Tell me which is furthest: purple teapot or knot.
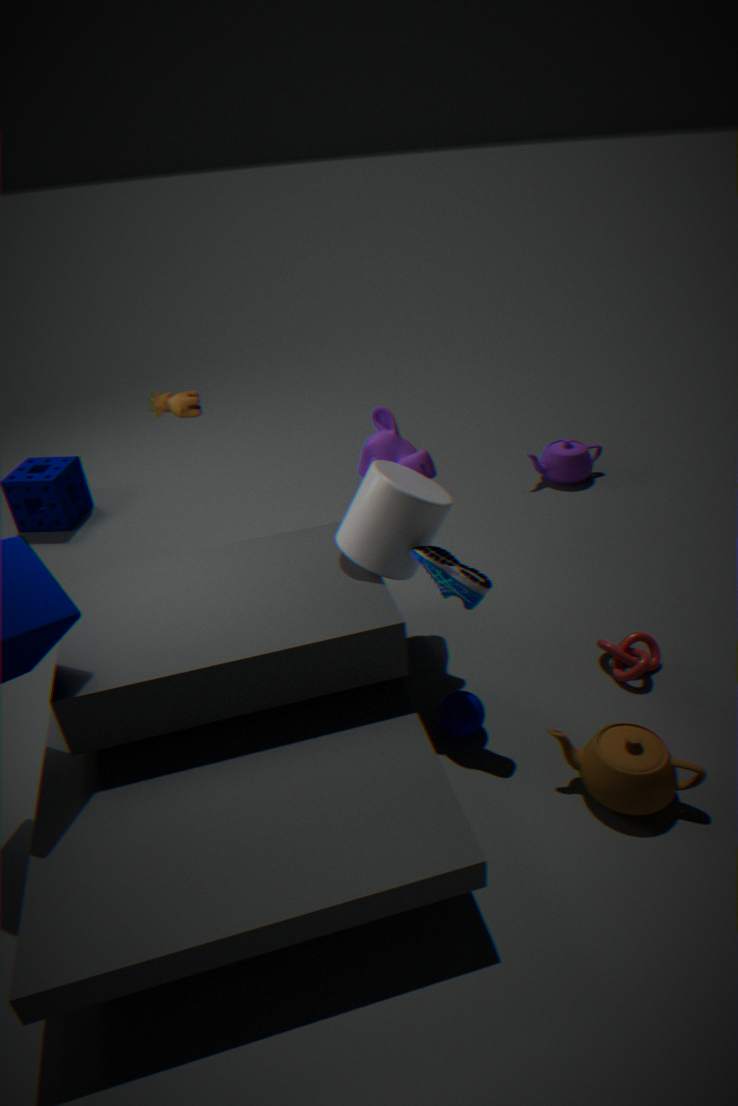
purple teapot
